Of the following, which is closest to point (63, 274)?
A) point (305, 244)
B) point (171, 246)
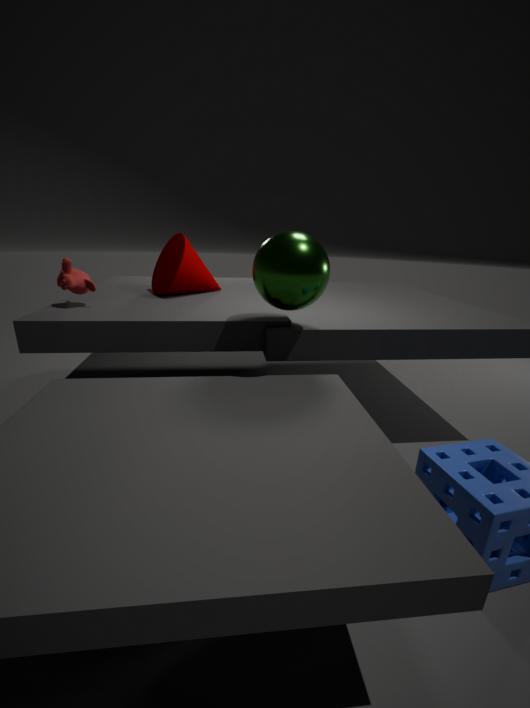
point (171, 246)
